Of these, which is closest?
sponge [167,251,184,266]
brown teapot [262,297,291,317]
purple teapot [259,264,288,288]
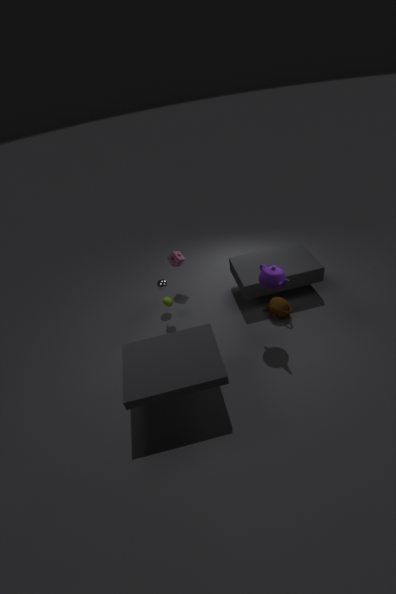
purple teapot [259,264,288,288]
